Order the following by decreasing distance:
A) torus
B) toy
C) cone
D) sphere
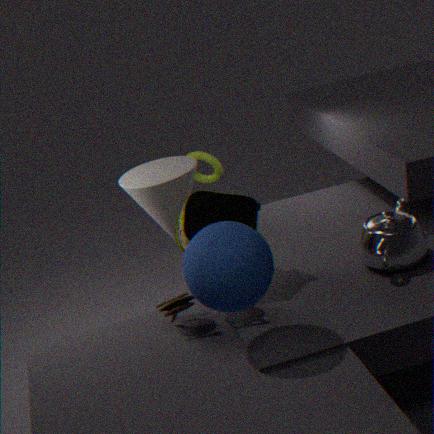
torus < cone < toy < sphere
